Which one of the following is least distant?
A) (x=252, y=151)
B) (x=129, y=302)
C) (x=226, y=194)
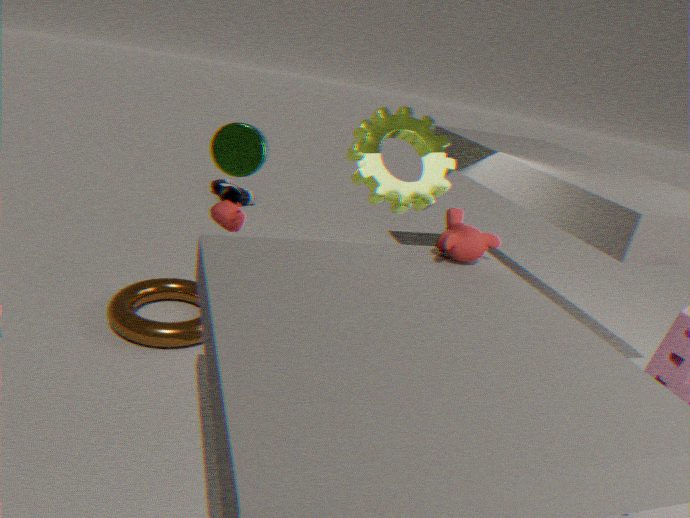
(x=252, y=151)
